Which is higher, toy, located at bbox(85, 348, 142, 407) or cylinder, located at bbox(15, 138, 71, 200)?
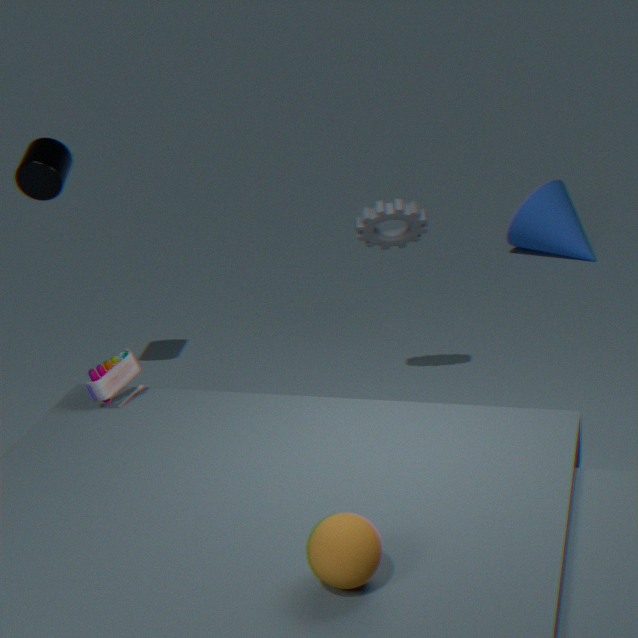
cylinder, located at bbox(15, 138, 71, 200)
